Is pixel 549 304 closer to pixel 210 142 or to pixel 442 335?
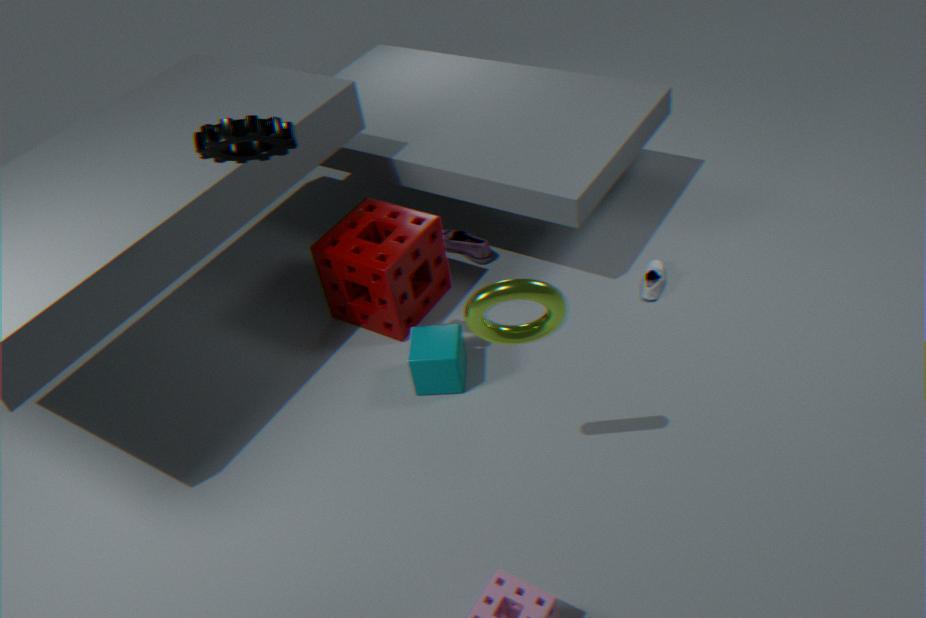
pixel 442 335
